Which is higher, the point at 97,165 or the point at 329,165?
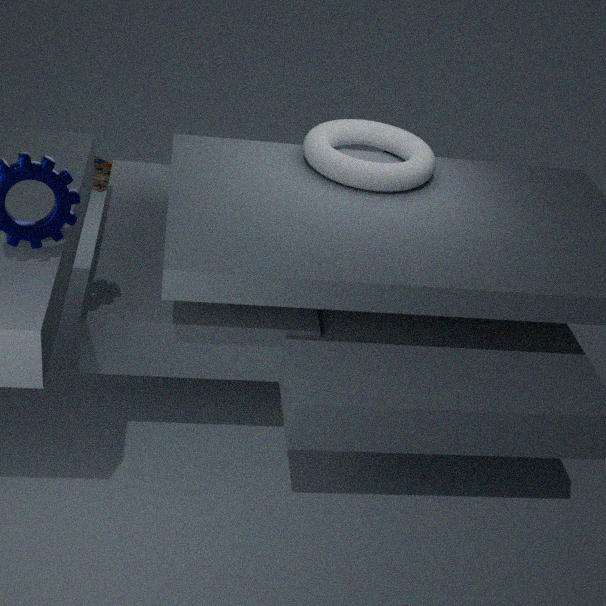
the point at 329,165
